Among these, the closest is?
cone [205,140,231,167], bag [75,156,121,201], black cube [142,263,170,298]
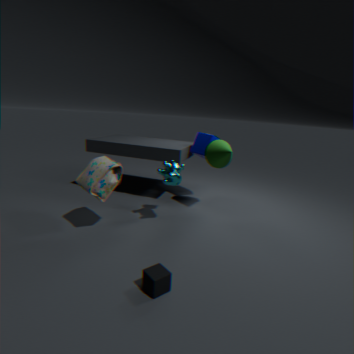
black cube [142,263,170,298]
